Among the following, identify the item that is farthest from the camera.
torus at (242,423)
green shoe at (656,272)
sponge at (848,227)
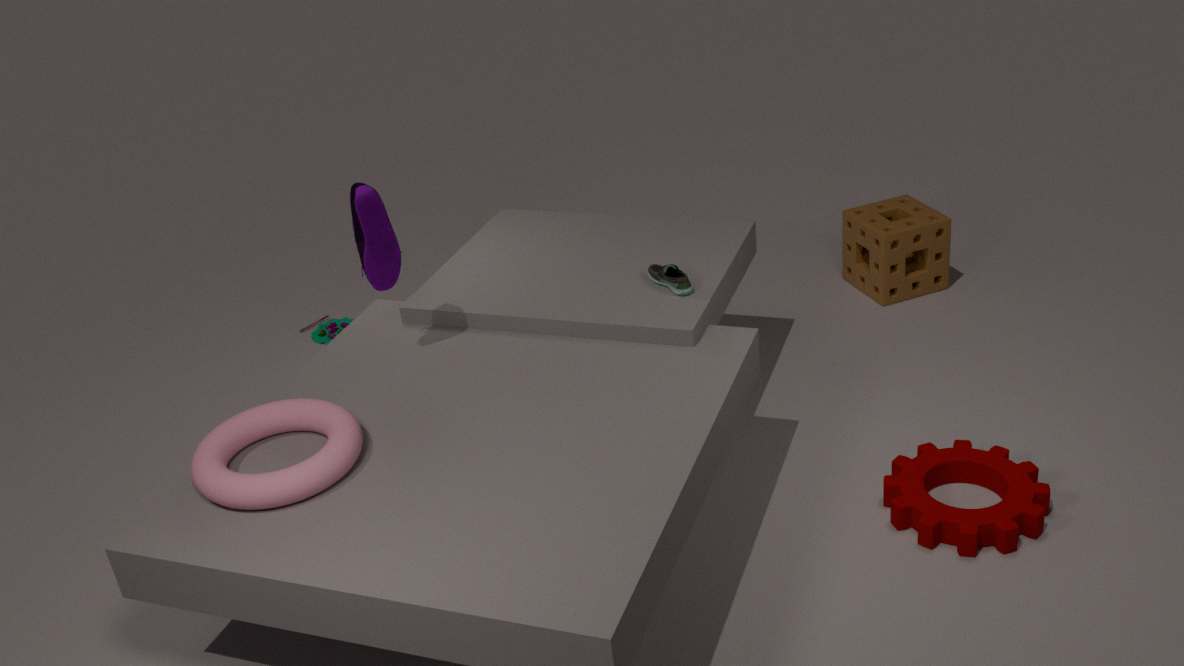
sponge at (848,227)
